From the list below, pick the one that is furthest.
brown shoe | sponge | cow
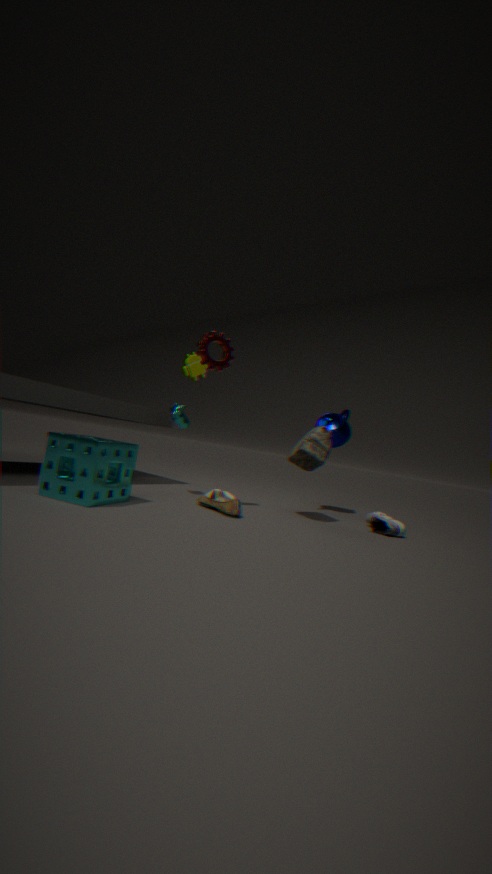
cow
